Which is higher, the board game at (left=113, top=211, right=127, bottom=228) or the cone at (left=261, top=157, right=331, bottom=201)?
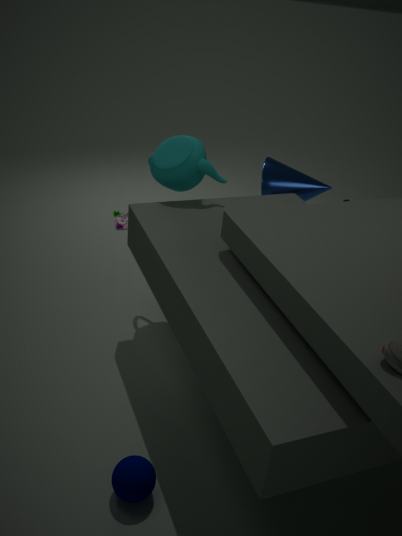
the cone at (left=261, top=157, right=331, bottom=201)
